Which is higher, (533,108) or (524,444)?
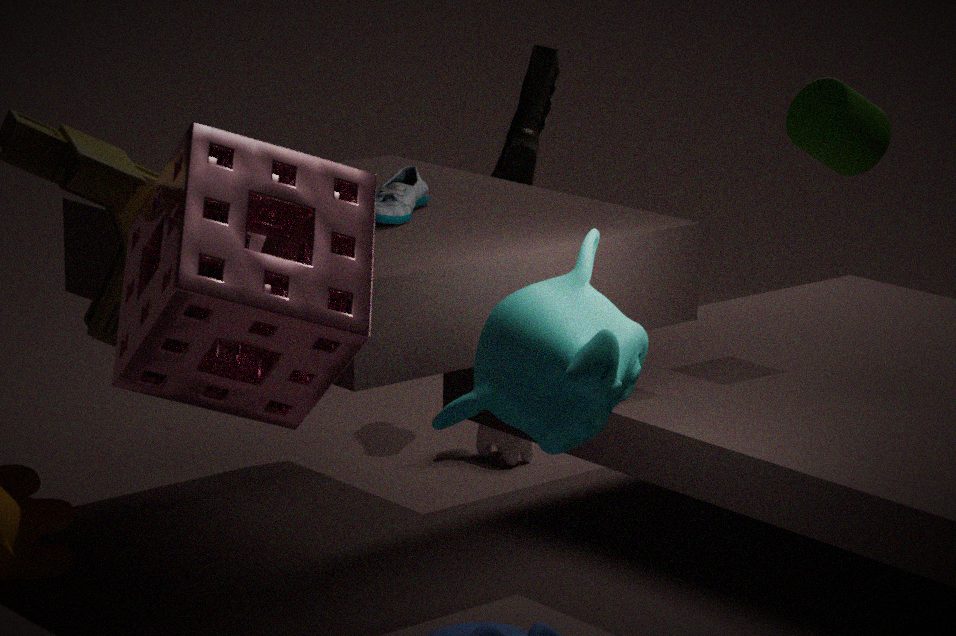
(533,108)
